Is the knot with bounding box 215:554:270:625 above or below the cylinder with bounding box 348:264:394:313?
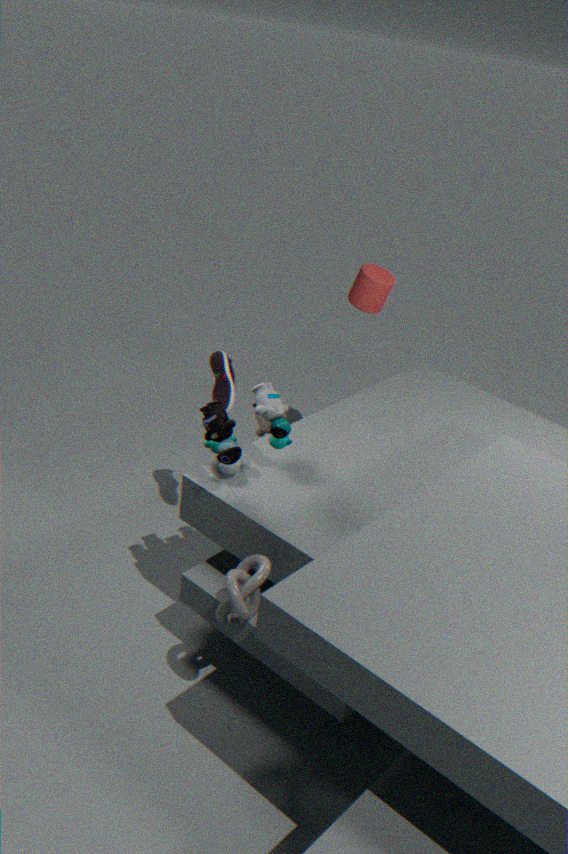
below
